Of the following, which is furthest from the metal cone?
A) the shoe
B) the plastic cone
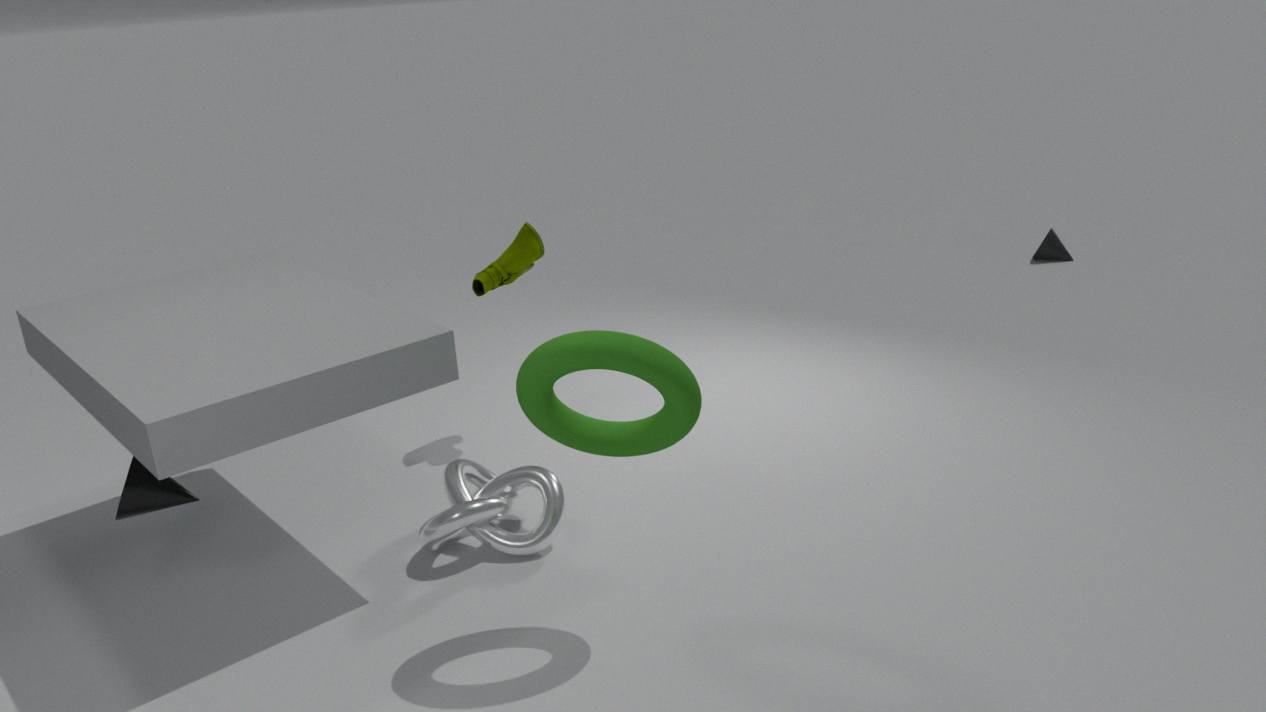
the plastic cone
